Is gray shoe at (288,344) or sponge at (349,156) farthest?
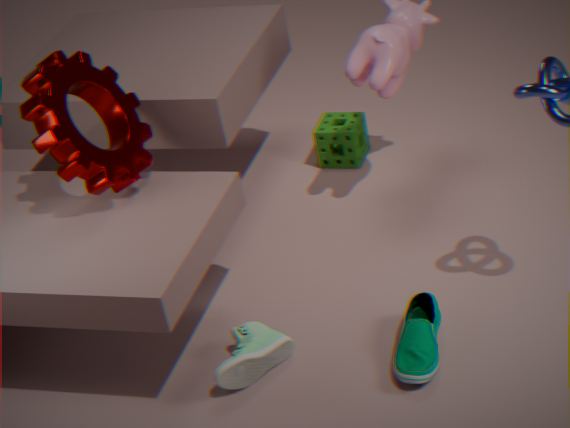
sponge at (349,156)
